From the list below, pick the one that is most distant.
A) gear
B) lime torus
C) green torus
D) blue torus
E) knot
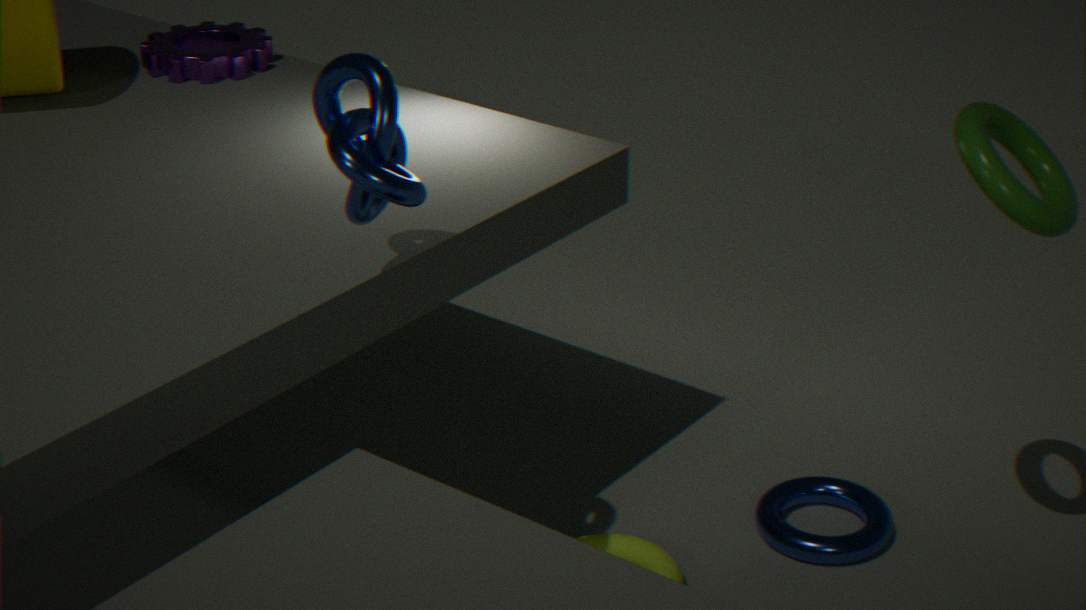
gear
